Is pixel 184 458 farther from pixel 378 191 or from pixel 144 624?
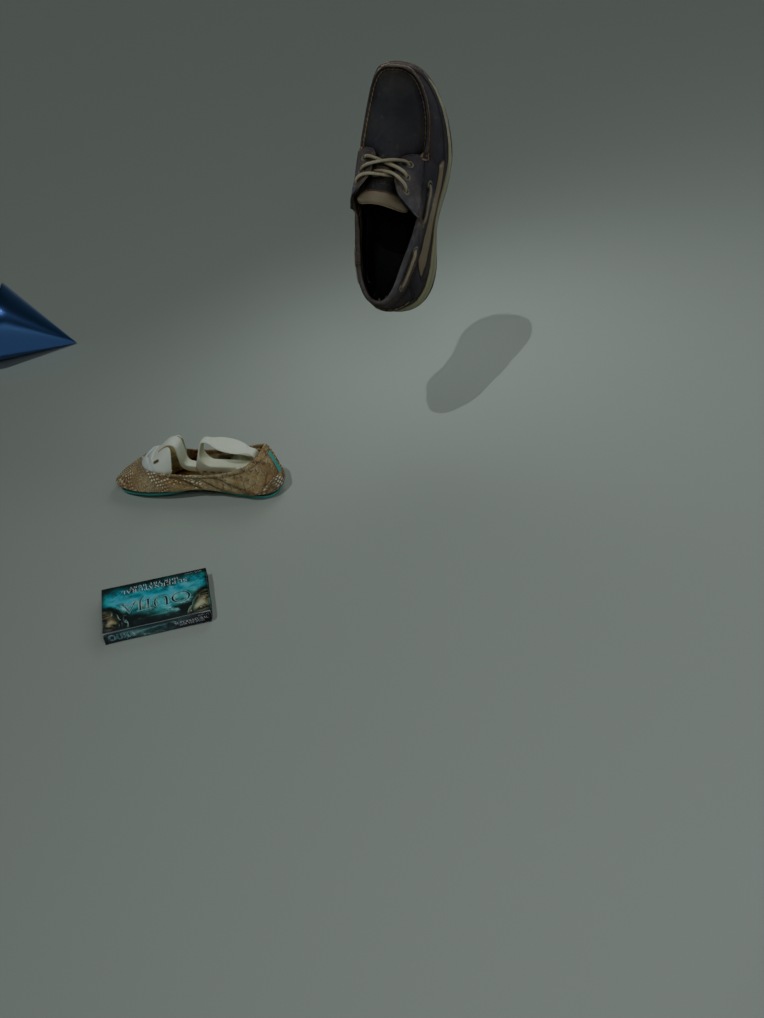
pixel 378 191
